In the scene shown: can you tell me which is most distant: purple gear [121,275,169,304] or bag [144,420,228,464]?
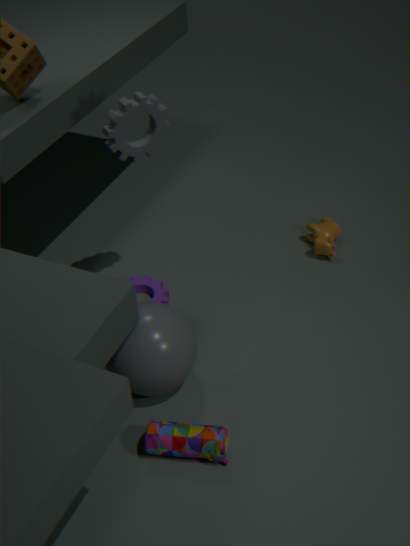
purple gear [121,275,169,304]
